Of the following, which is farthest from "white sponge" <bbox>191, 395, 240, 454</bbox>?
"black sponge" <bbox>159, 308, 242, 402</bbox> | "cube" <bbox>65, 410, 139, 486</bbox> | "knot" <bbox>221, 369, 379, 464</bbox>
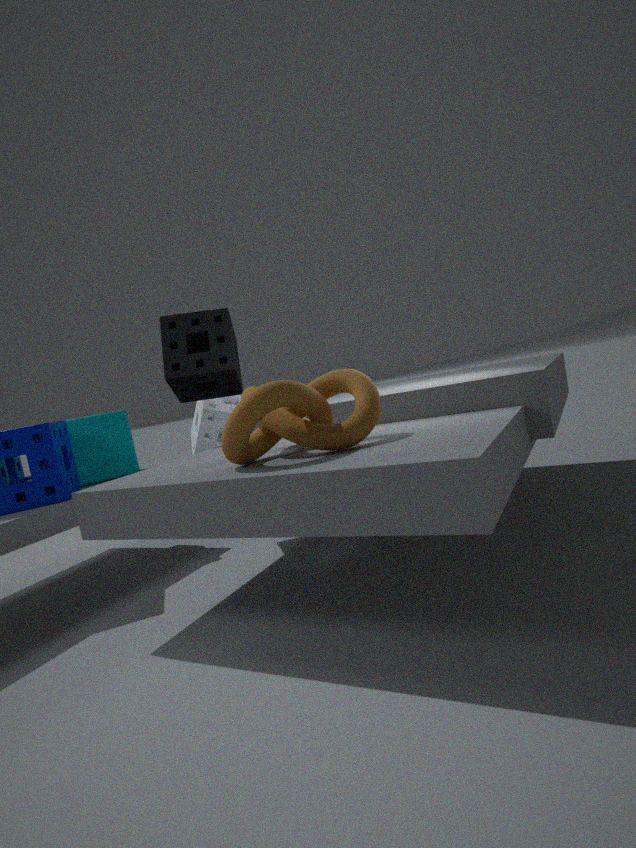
"knot" <bbox>221, 369, 379, 464</bbox>
